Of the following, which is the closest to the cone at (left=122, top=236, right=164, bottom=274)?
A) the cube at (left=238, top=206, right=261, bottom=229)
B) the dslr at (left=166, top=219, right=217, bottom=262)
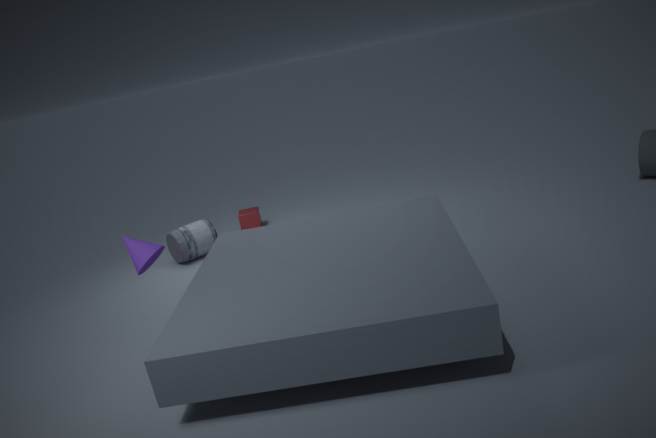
the dslr at (left=166, top=219, right=217, bottom=262)
